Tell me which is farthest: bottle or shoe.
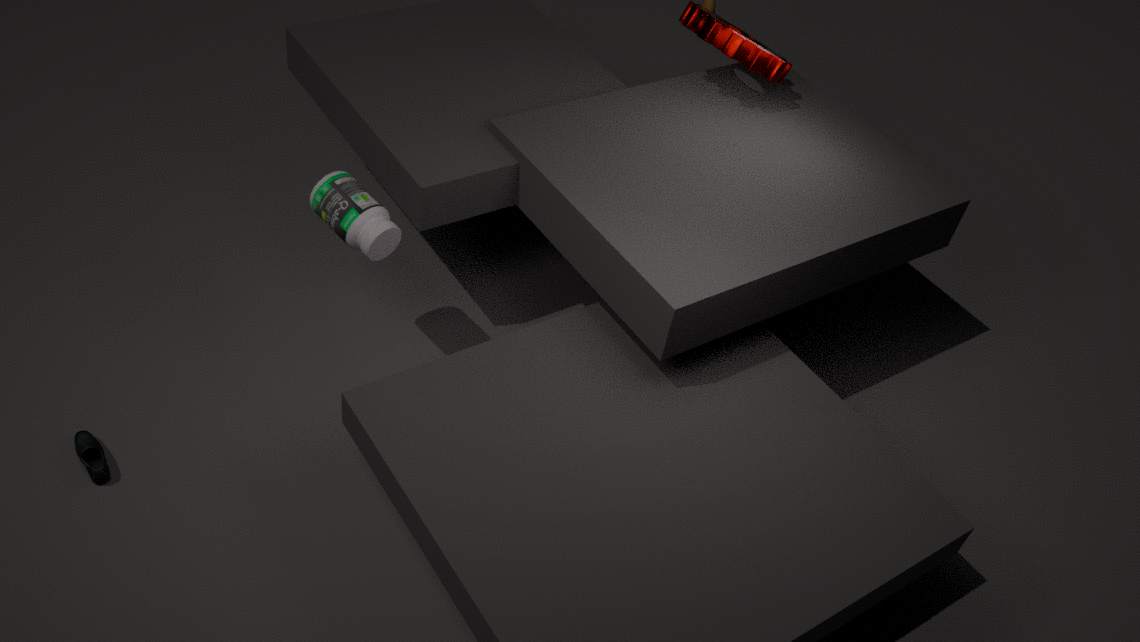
bottle
